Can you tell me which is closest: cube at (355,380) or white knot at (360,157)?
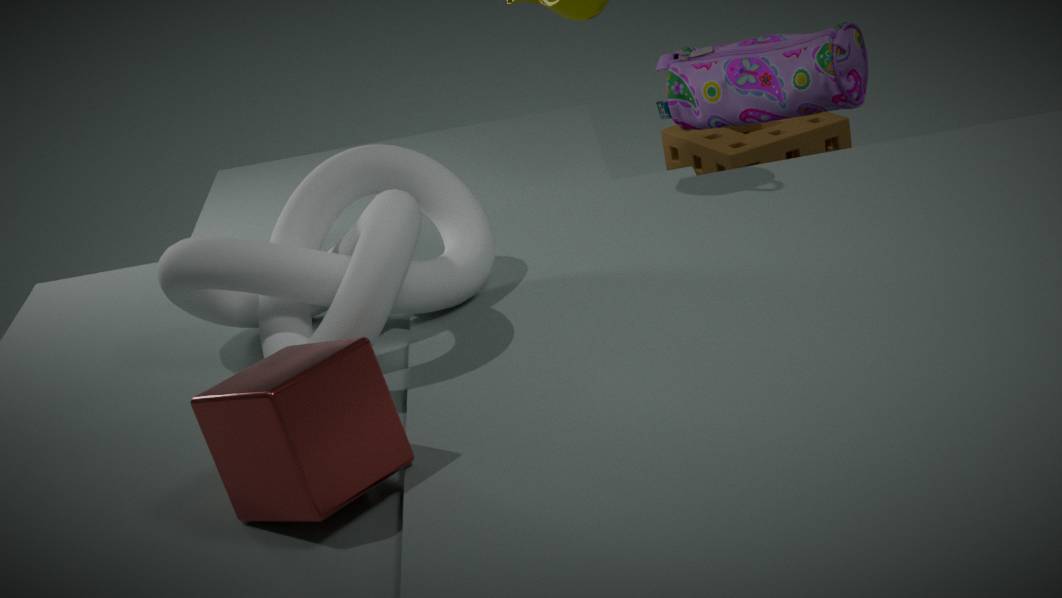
cube at (355,380)
